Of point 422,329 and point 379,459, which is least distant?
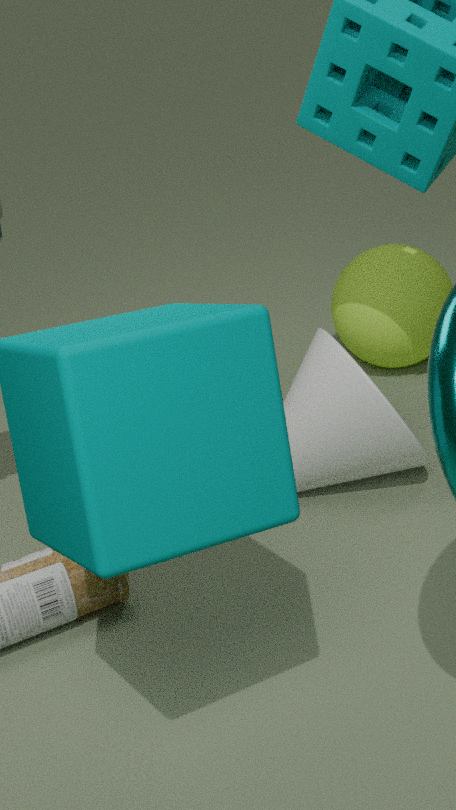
point 379,459
